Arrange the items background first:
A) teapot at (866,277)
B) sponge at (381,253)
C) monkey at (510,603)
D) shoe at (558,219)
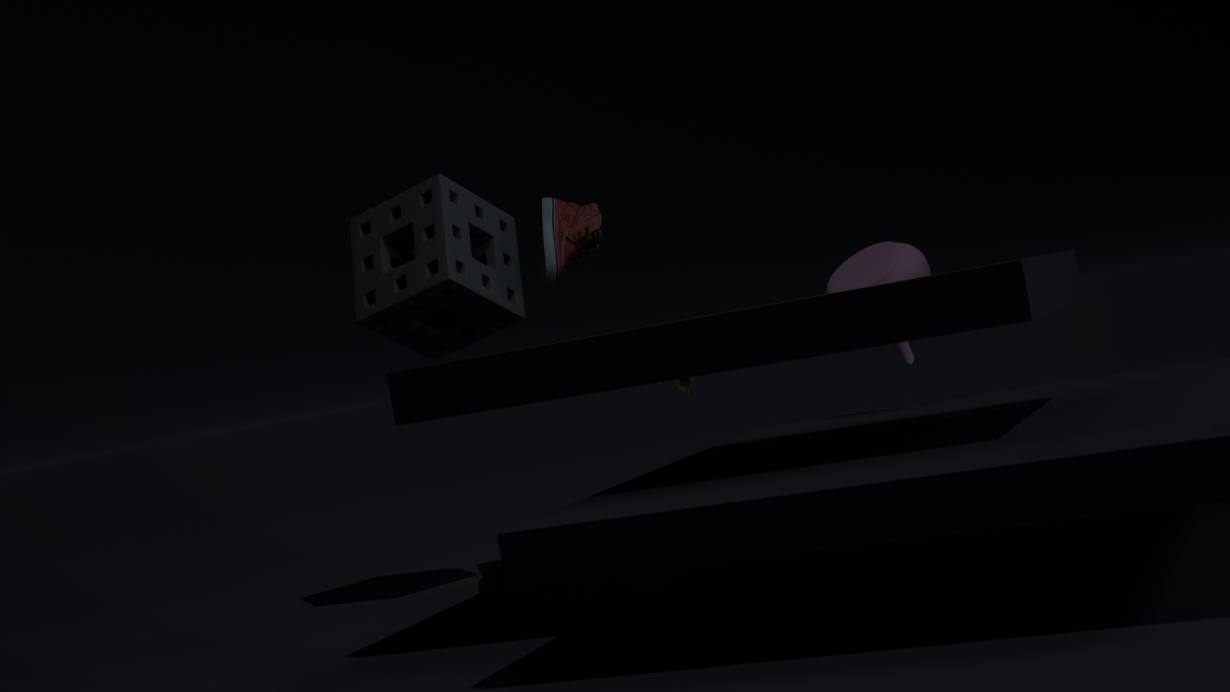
shoe at (558,219)
sponge at (381,253)
teapot at (866,277)
monkey at (510,603)
